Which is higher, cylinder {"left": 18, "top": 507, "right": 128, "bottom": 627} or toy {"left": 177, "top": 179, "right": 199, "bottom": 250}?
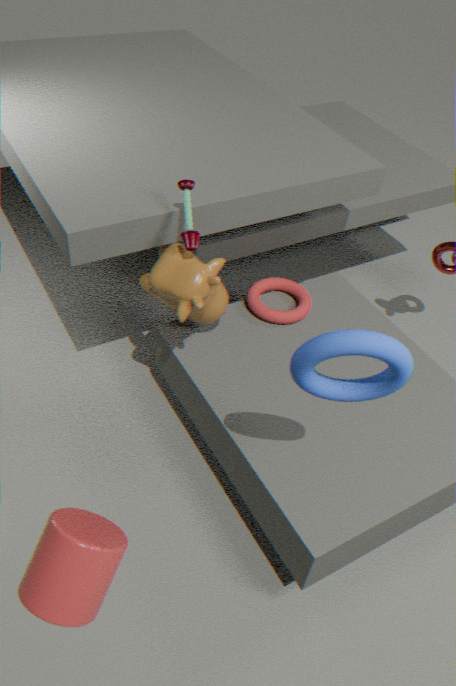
toy {"left": 177, "top": 179, "right": 199, "bottom": 250}
